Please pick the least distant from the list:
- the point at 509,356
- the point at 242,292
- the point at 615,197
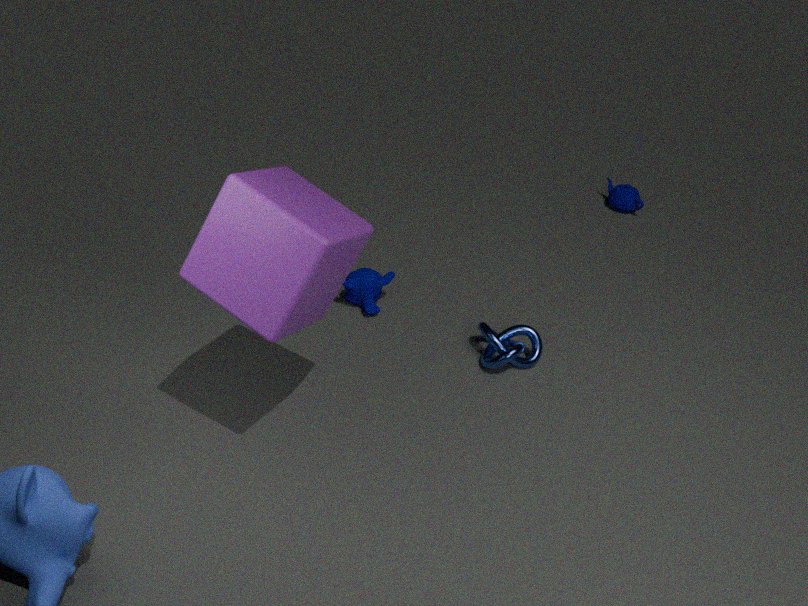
the point at 242,292
